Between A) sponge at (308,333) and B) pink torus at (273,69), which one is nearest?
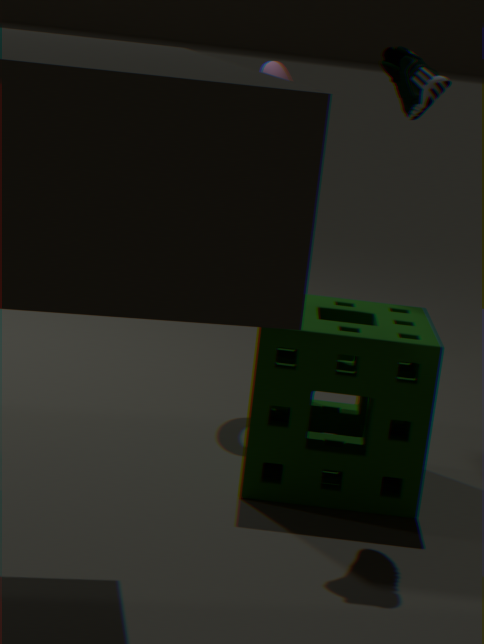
A. sponge at (308,333)
